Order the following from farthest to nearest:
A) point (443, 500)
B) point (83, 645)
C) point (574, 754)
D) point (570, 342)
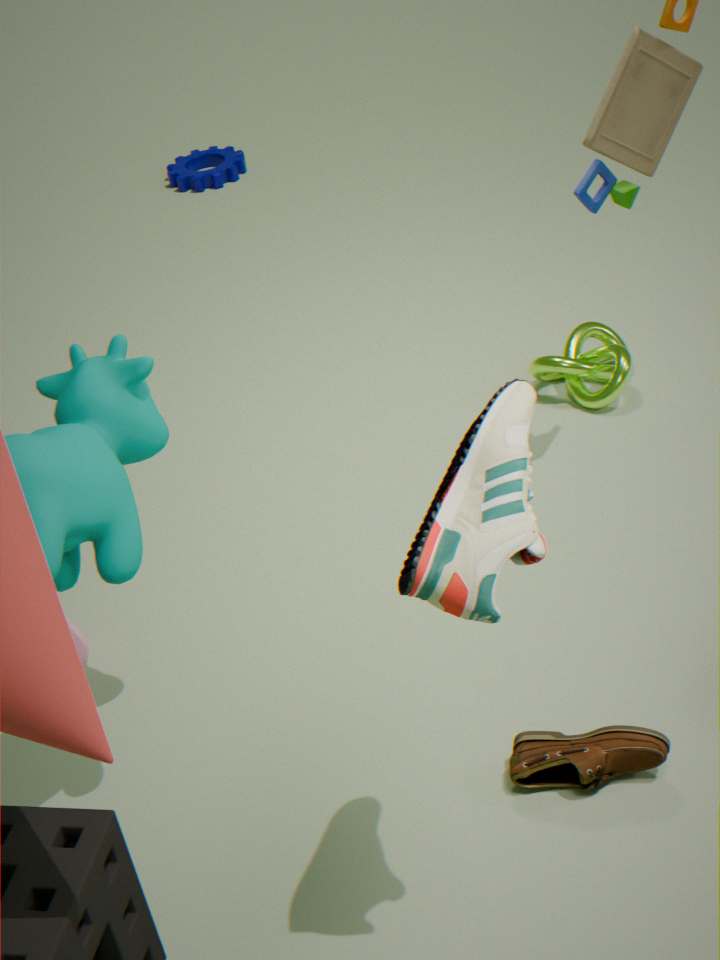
point (570, 342) → point (83, 645) → point (574, 754) → point (443, 500)
